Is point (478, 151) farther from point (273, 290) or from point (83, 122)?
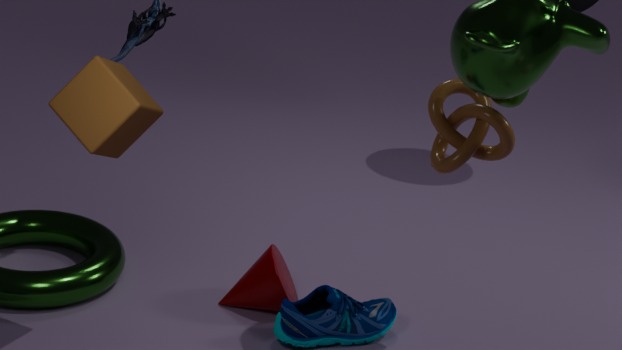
point (83, 122)
